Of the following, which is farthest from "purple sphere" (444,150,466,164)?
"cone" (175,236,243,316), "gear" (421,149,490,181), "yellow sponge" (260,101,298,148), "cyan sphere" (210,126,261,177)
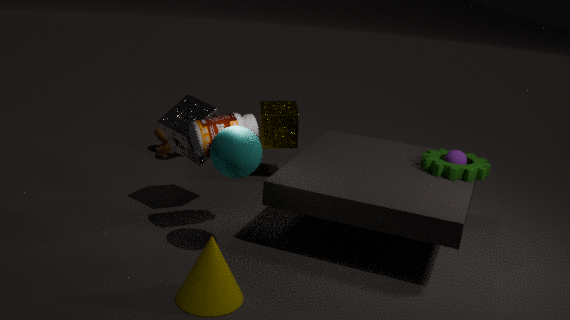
"cone" (175,236,243,316)
